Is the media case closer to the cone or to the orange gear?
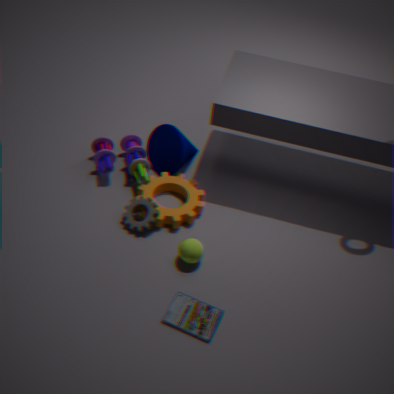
the orange gear
